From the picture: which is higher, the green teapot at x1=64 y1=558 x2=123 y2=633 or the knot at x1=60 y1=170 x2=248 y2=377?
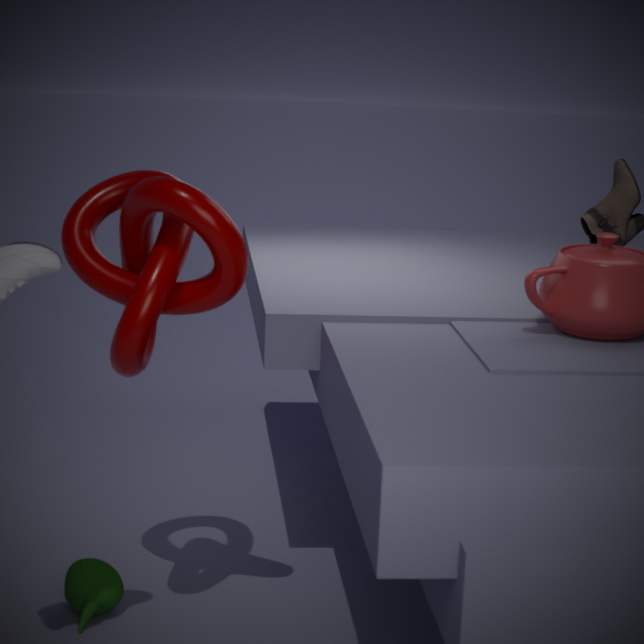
the knot at x1=60 y1=170 x2=248 y2=377
